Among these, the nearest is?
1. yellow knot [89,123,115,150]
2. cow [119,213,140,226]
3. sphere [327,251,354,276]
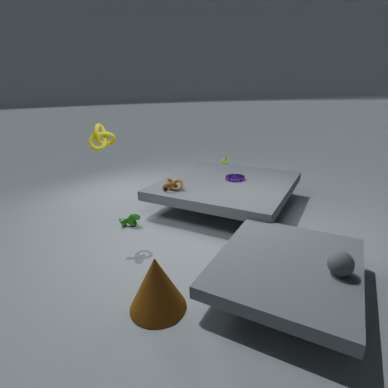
sphere [327,251,354,276]
